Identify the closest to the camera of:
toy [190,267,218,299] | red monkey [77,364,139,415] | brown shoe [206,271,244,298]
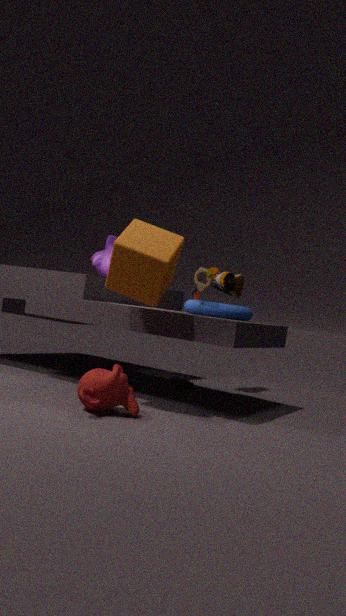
red monkey [77,364,139,415]
